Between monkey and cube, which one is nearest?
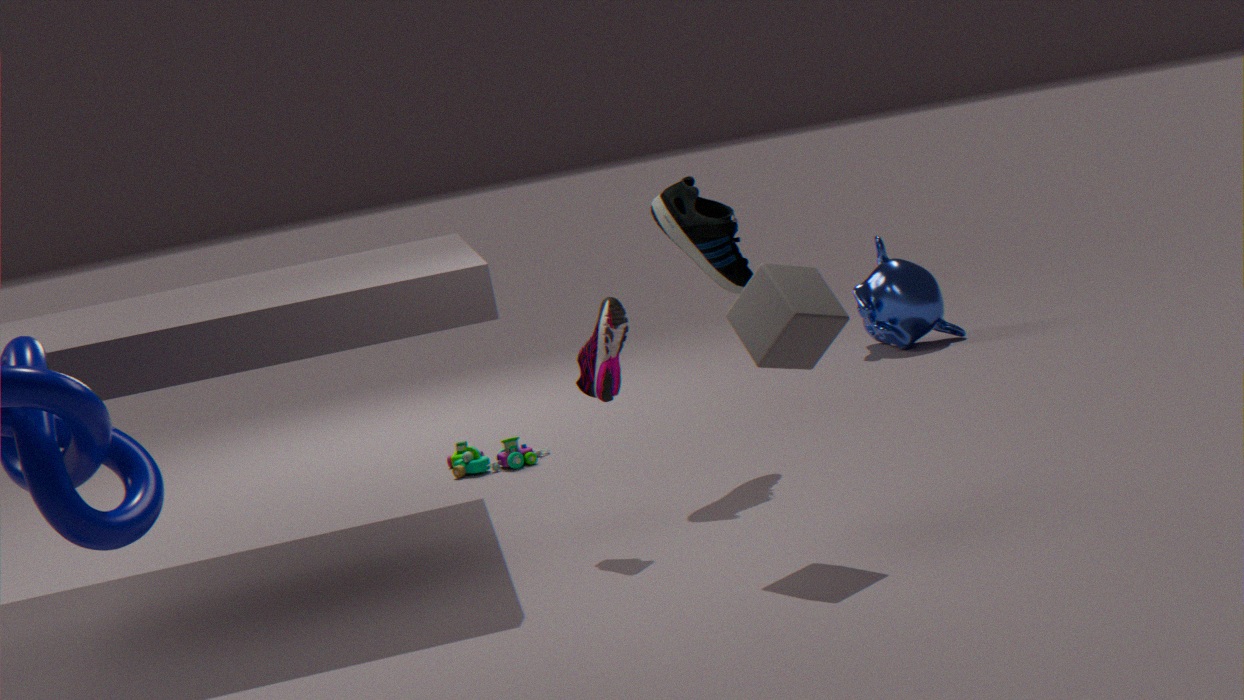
cube
